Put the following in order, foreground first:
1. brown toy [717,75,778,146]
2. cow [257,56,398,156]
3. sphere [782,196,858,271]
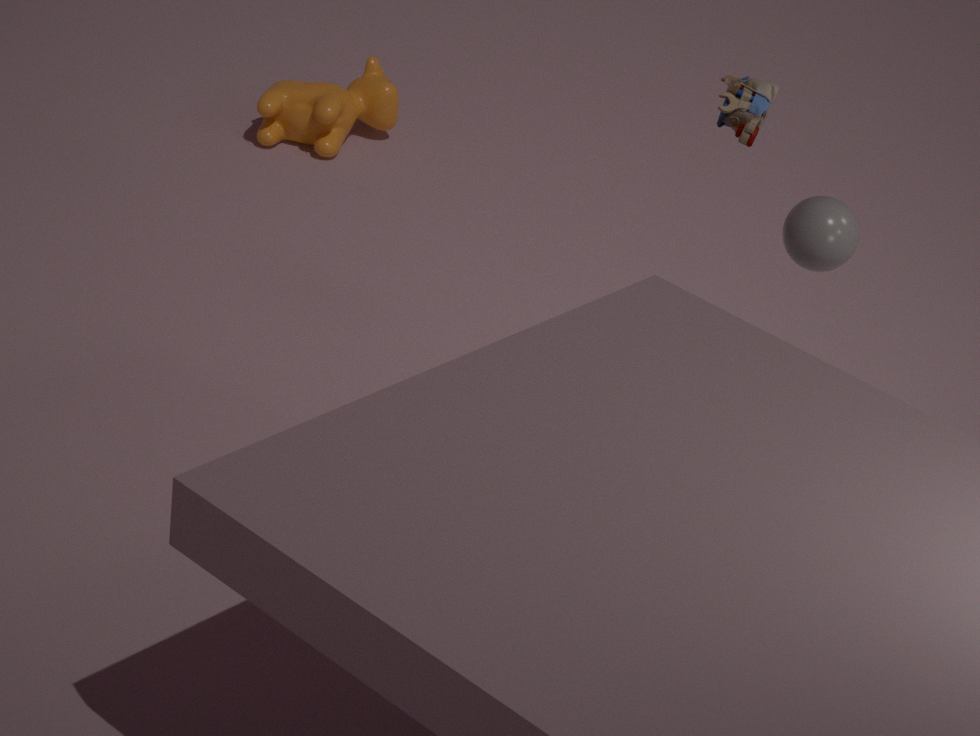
1. sphere [782,196,858,271]
2. brown toy [717,75,778,146]
3. cow [257,56,398,156]
